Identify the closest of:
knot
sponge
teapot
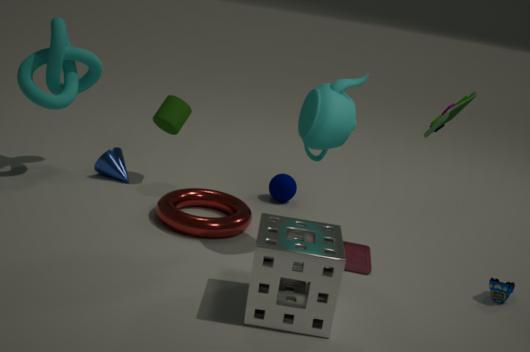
sponge
